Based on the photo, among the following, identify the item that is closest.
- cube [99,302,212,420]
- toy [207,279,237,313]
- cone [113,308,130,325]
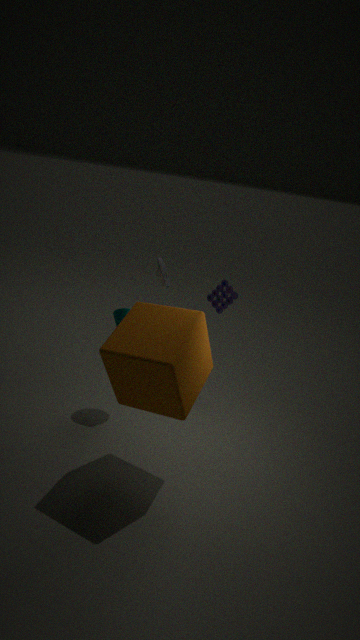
cube [99,302,212,420]
